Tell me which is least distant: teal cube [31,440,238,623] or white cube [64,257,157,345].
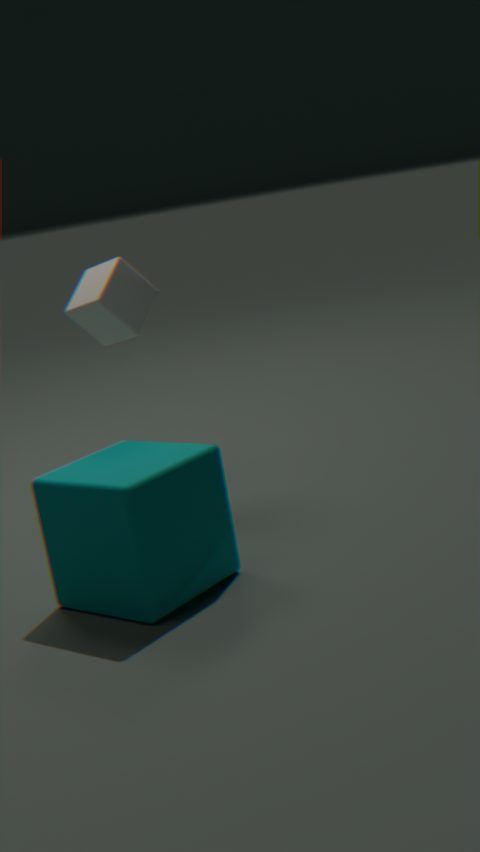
teal cube [31,440,238,623]
